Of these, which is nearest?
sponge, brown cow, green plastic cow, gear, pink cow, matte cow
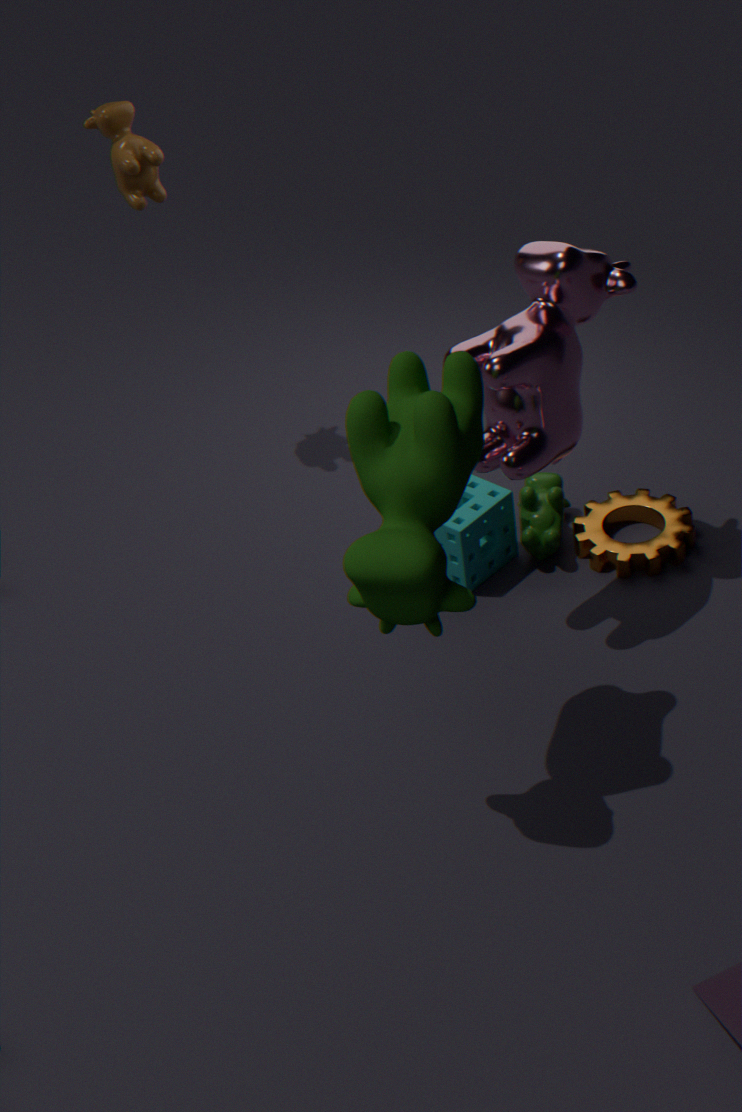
matte cow
